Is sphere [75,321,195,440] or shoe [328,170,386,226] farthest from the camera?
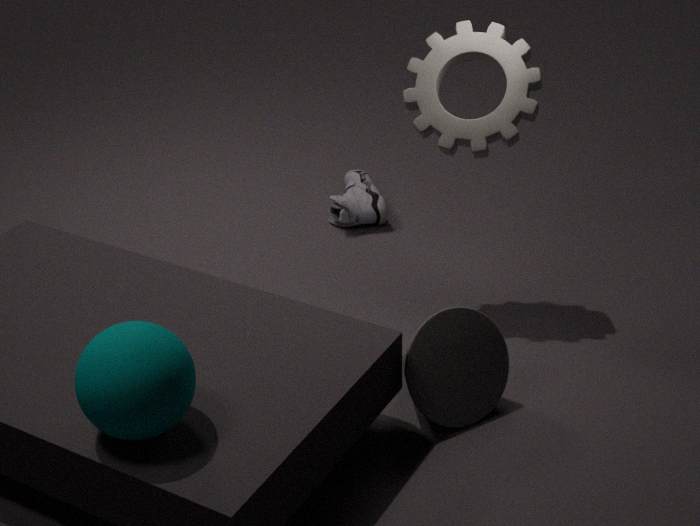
shoe [328,170,386,226]
